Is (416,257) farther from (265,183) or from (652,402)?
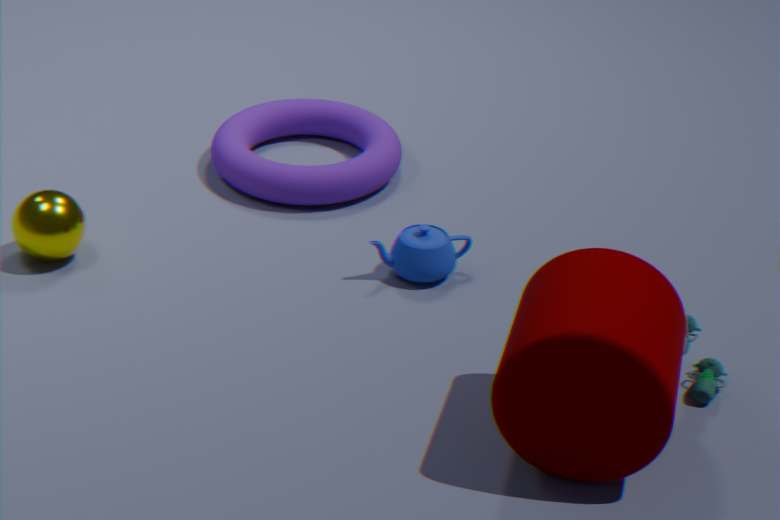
(652,402)
